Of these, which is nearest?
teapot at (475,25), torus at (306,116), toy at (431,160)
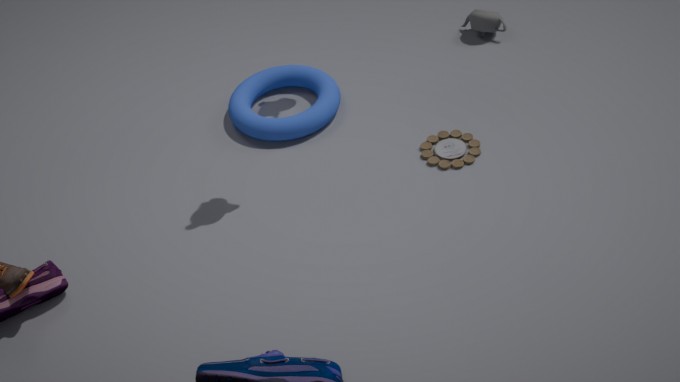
toy at (431,160)
